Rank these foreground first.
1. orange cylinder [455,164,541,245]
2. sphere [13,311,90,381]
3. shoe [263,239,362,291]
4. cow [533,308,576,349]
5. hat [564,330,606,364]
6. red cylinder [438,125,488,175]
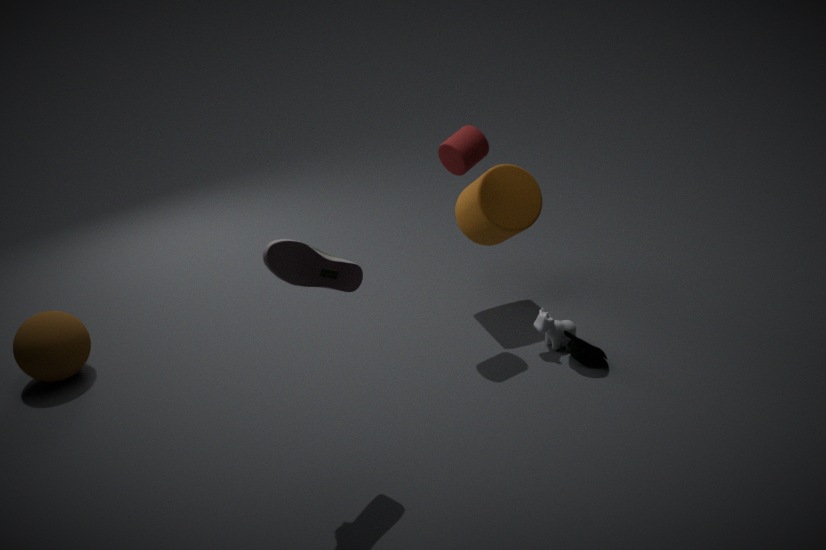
1. shoe [263,239,362,291]
2. hat [564,330,606,364]
3. red cylinder [438,125,488,175]
4. cow [533,308,576,349]
5. sphere [13,311,90,381]
6. orange cylinder [455,164,541,245]
